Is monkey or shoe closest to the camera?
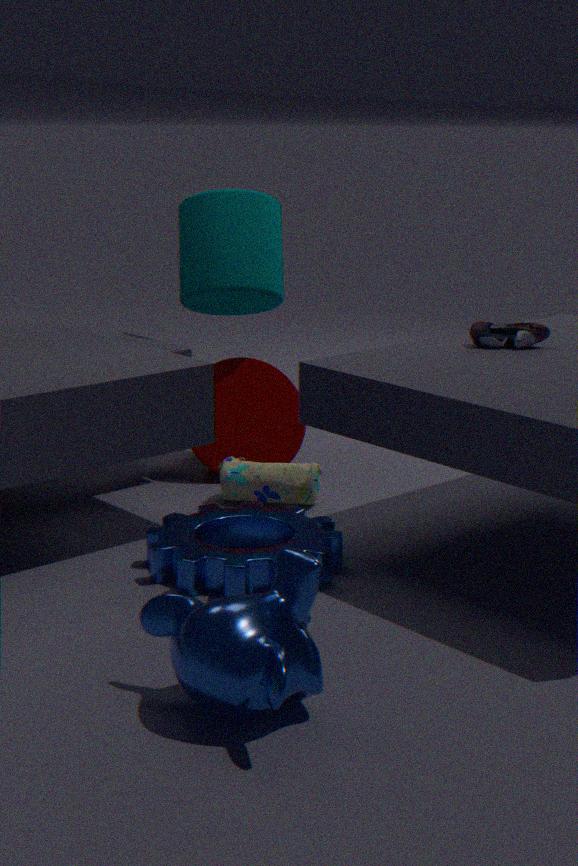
monkey
